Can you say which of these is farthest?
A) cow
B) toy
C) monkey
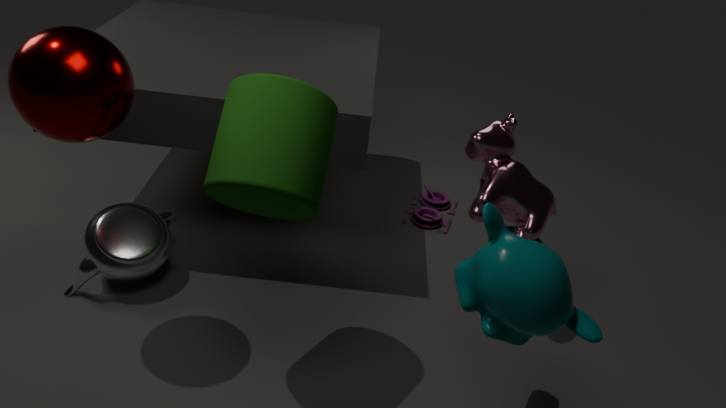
toy
